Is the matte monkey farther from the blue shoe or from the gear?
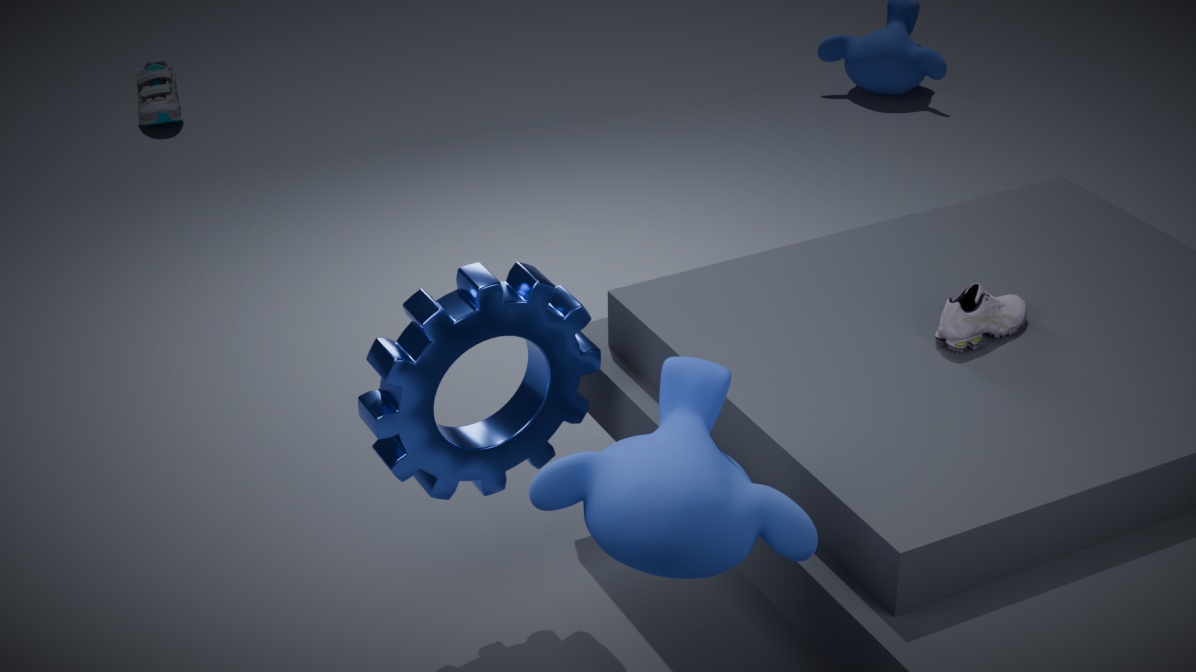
the blue shoe
